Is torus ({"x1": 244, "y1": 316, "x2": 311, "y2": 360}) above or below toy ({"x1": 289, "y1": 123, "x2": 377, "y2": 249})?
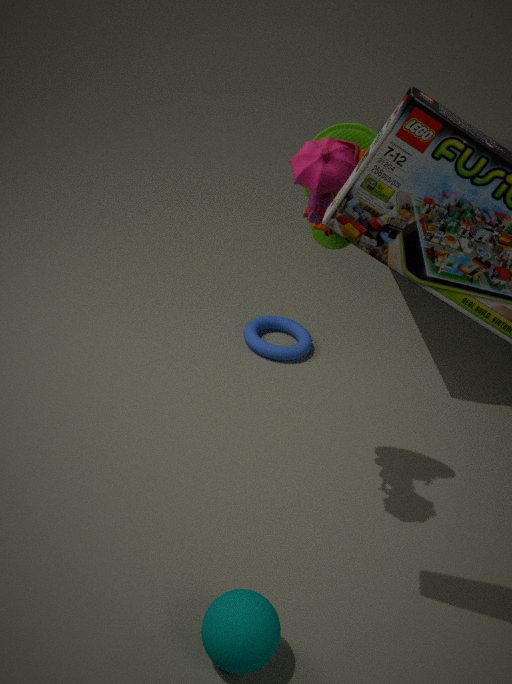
below
